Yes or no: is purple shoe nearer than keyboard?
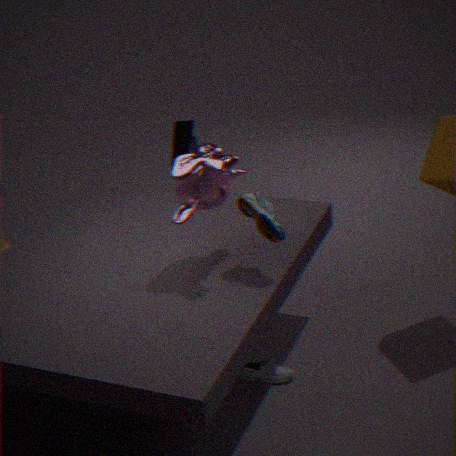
Yes
